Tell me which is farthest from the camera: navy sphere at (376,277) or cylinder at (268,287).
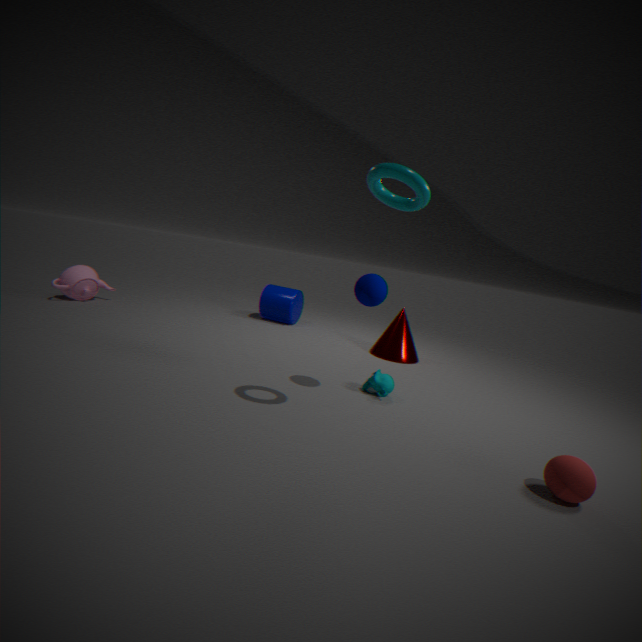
cylinder at (268,287)
